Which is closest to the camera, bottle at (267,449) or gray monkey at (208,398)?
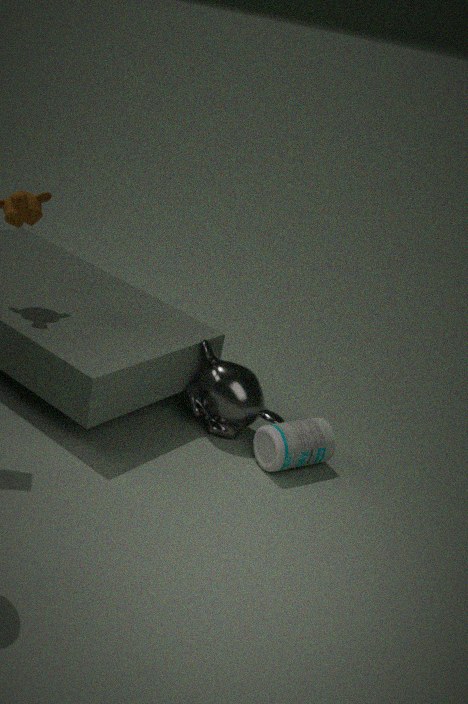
bottle at (267,449)
